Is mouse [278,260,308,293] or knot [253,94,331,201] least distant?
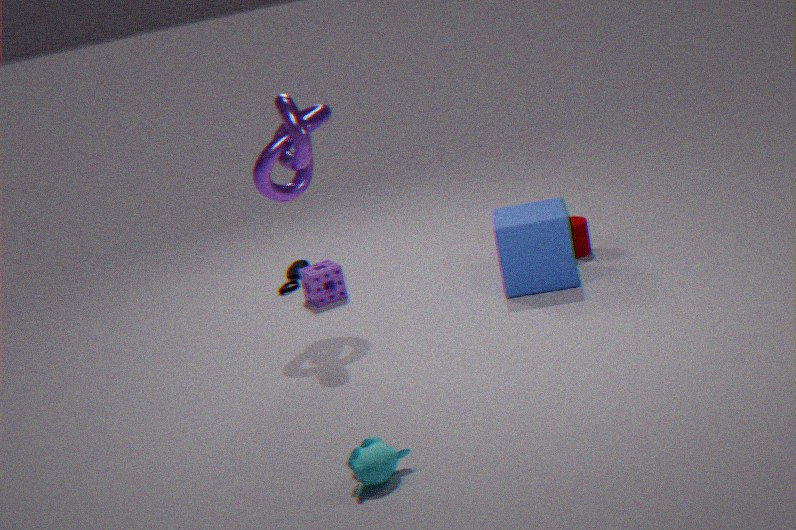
knot [253,94,331,201]
